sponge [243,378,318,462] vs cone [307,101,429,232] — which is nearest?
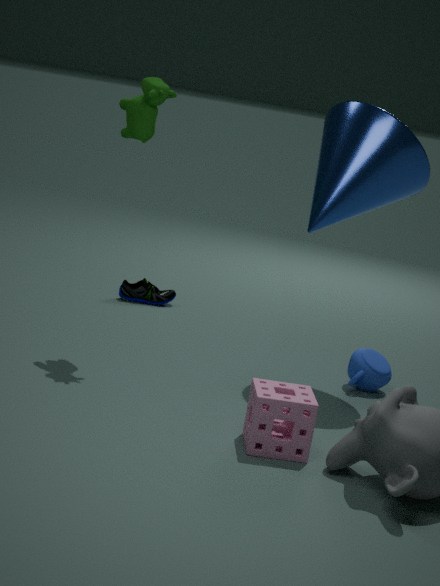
sponge [243,378,318,462]
